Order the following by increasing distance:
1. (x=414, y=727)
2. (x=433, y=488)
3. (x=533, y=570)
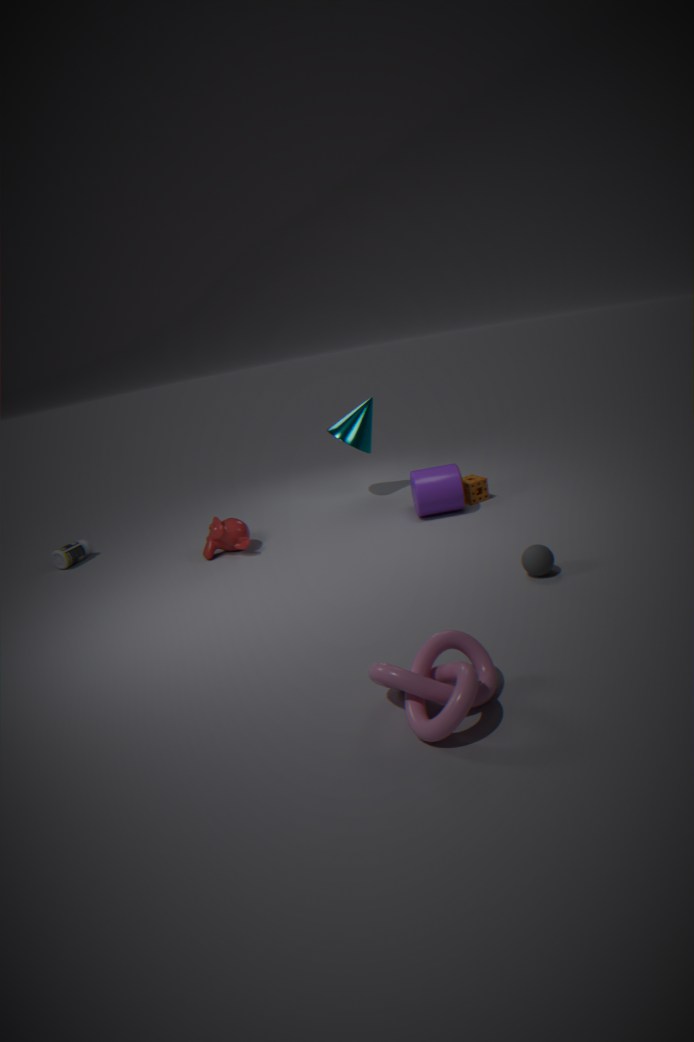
(x=414, y=727)
(x=533, y=570)
(x=433, y=488)
